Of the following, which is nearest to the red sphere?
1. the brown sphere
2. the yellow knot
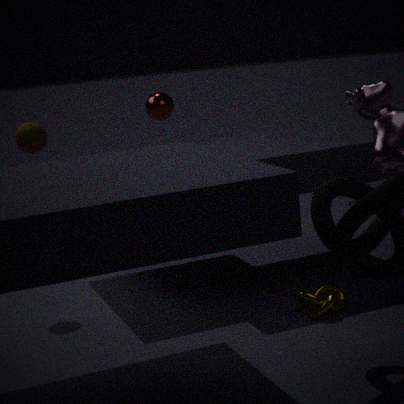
the brown sphere
